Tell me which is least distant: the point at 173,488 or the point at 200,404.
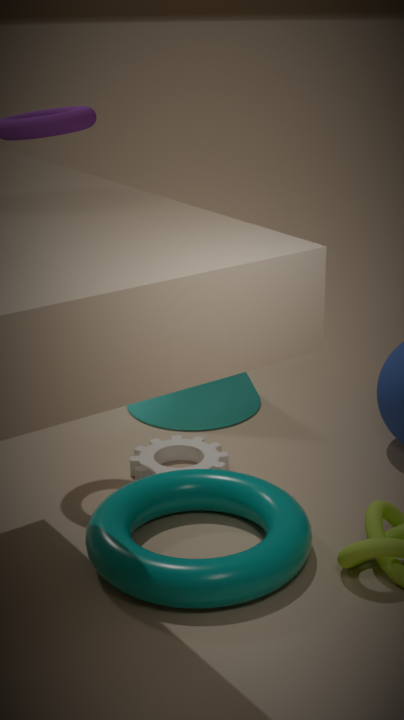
the point at 173,488
